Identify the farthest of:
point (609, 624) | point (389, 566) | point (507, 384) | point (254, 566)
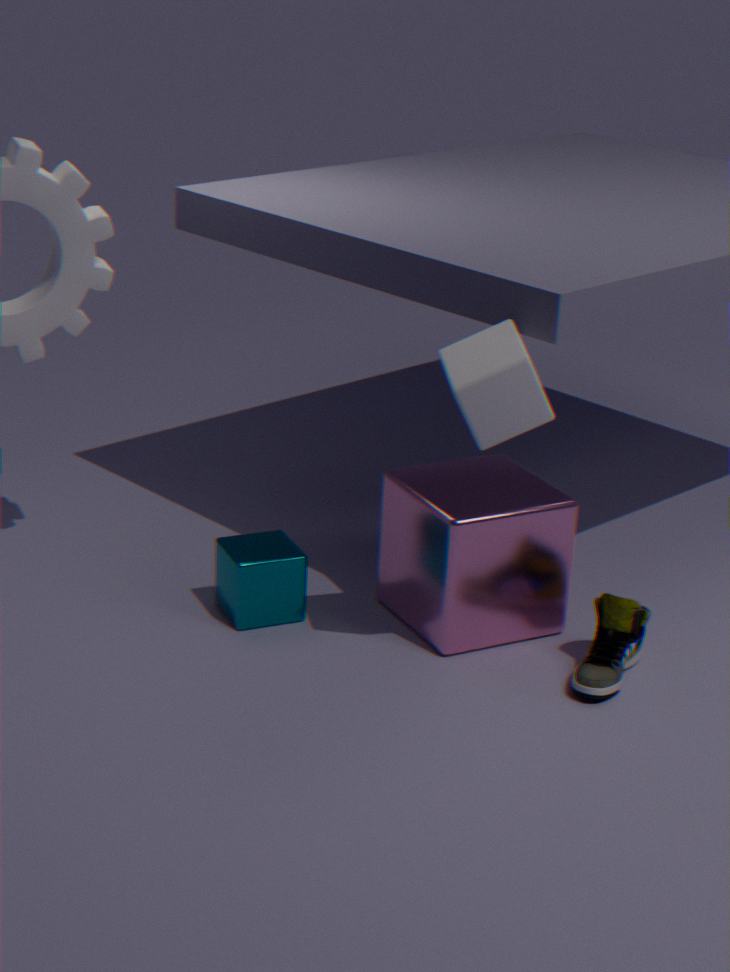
point (389, 566)
